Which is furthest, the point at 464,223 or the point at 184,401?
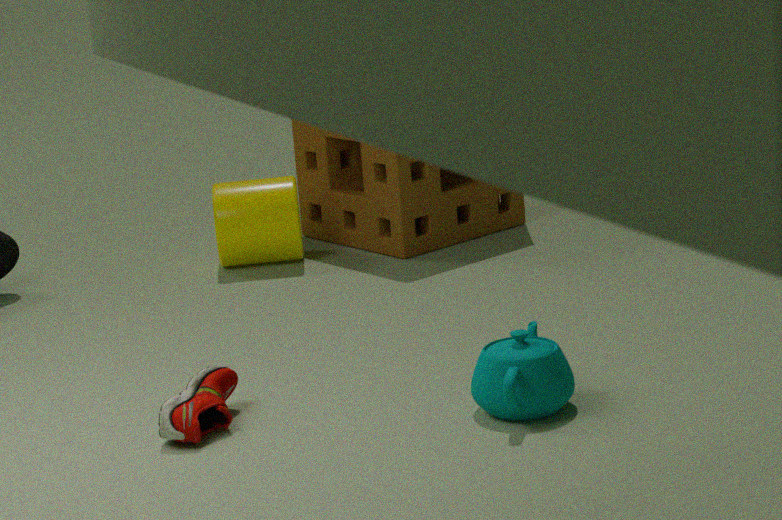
the point at 464,223
